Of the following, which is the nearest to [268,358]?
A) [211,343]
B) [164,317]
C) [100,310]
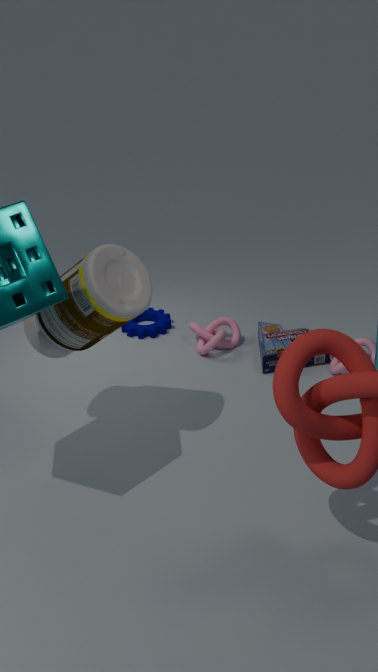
[211,343]
